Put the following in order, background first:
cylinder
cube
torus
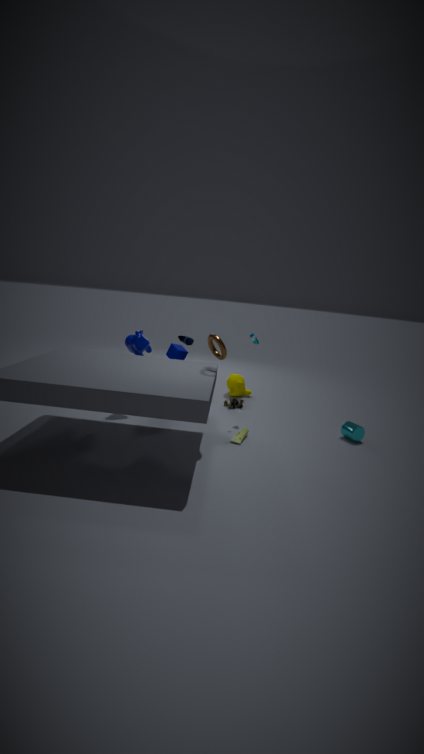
cube → cylinder → torus
